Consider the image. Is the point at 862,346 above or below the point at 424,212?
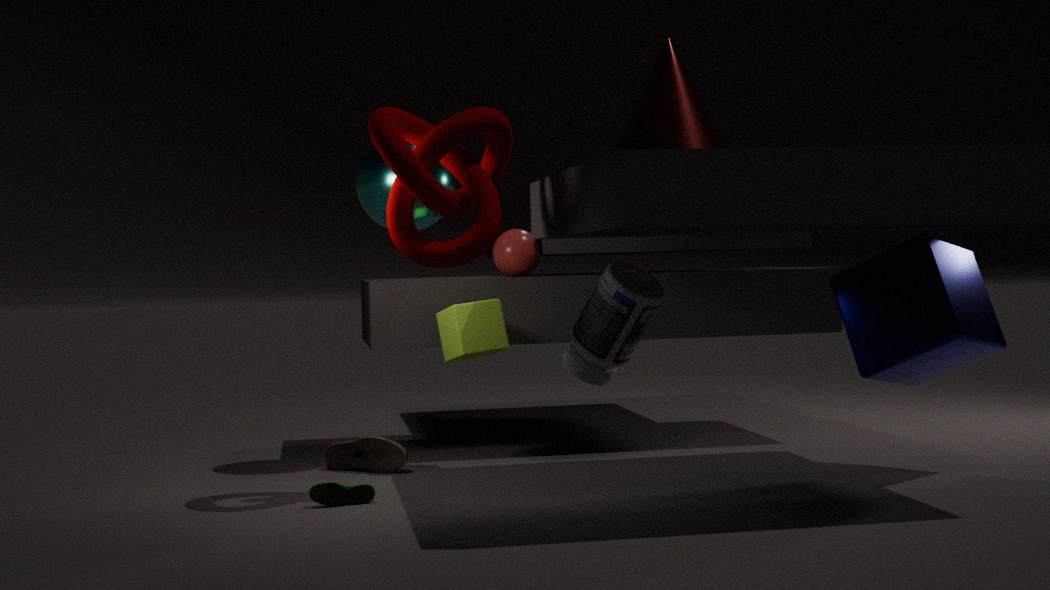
below
